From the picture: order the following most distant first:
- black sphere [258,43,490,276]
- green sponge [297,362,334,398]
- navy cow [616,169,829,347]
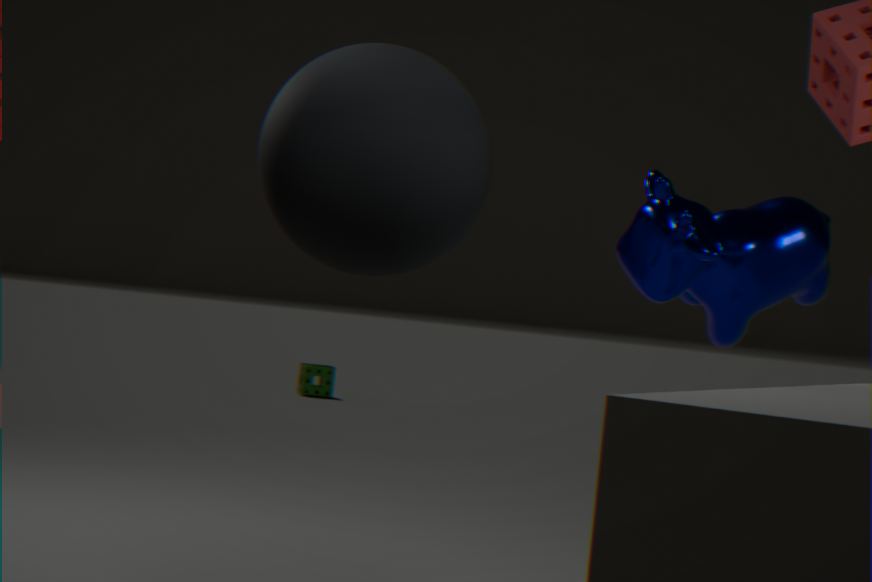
1. green sponge [297,362,334,398]
2. navy cow [616,169,829,347]
3. black sphere [258,43,490,276]
